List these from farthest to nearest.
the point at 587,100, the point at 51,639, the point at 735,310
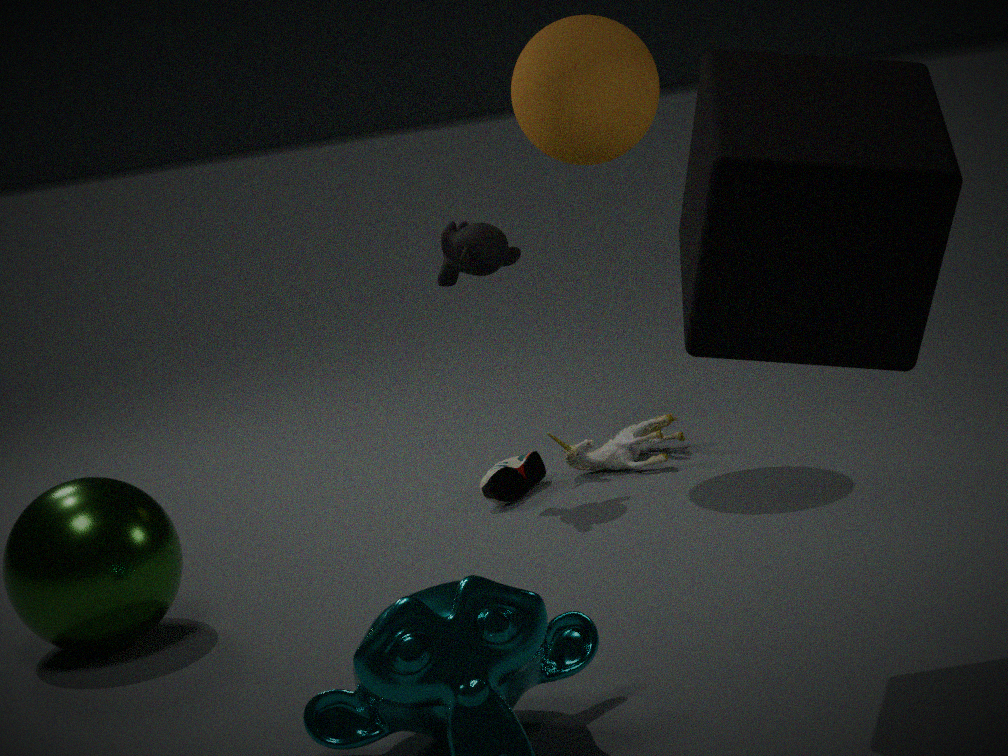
1. the point at 587,100
2. the point at 51,639
3. the point at 735,310
